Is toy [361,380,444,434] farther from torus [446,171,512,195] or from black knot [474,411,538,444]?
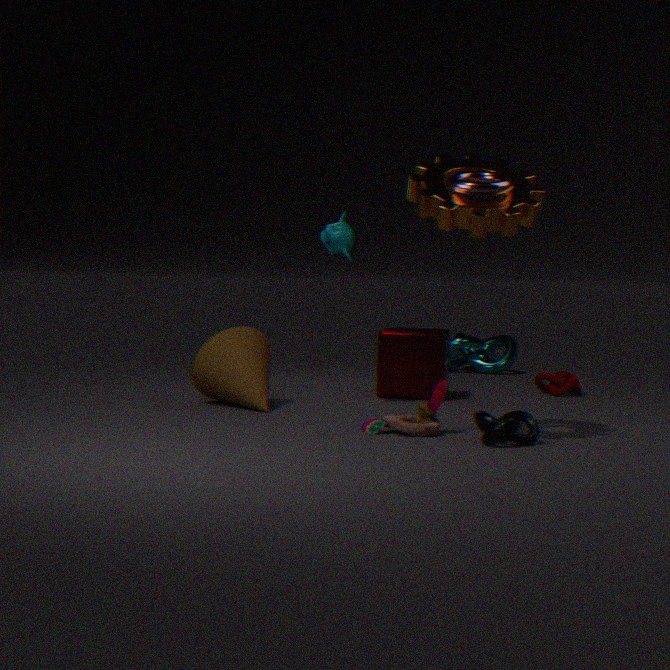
torus [446,171,512,195]
